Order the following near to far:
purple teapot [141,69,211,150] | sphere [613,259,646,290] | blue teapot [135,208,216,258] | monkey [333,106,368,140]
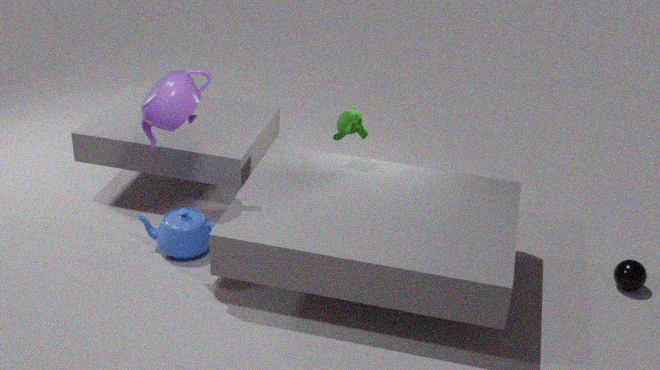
1. purple teapot [141,69,211,150]
2. sphere [613,259,646,290]
3. blue teapot [135,208,216,258]
4. monkey [333,106,368,140]
